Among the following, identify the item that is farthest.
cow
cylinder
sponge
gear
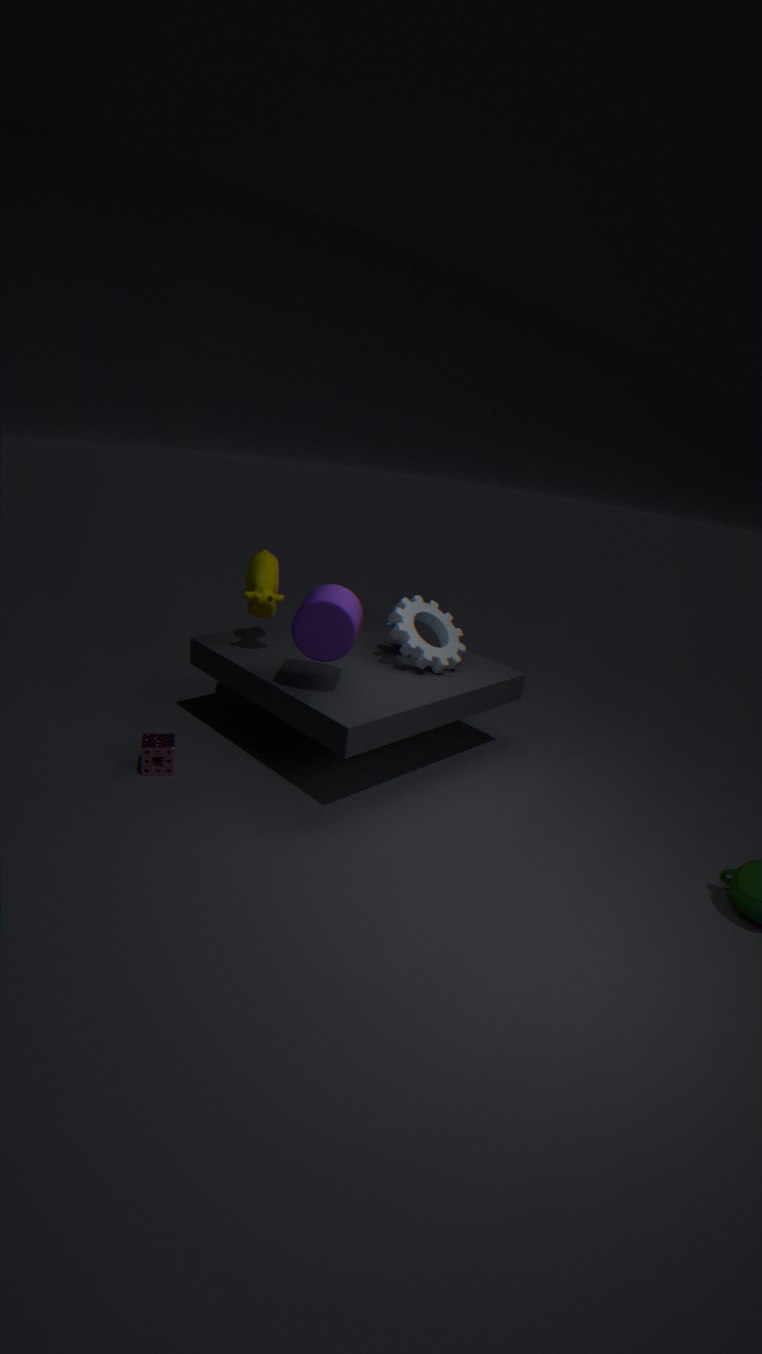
gear
